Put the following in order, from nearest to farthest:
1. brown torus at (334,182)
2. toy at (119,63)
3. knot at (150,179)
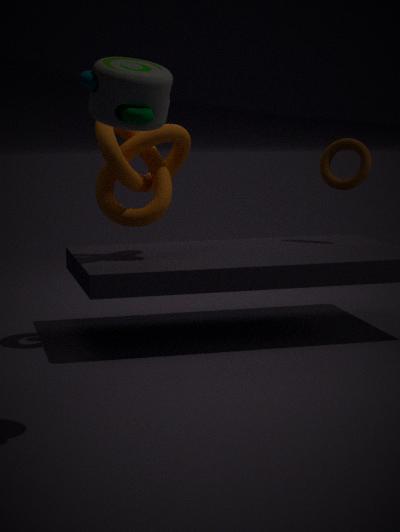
toy at (119,63), knot at (150,179), brown torus at (334,182)
